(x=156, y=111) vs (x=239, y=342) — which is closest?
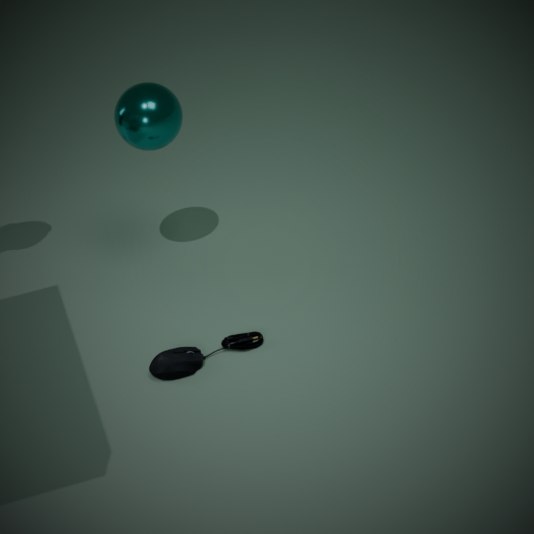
(x=239, y=342)
